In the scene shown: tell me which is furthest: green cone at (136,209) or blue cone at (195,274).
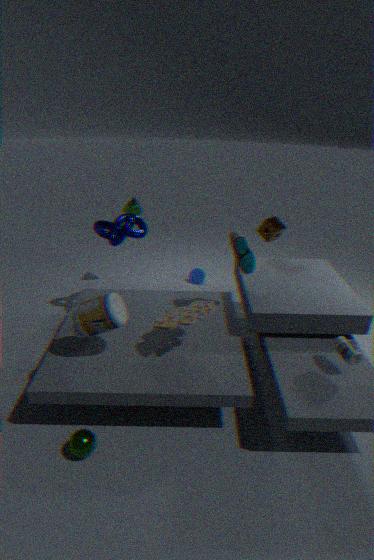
blue cone at (195,274)
